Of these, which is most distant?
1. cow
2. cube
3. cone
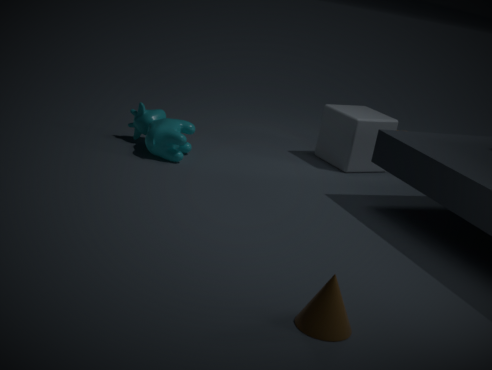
cube
